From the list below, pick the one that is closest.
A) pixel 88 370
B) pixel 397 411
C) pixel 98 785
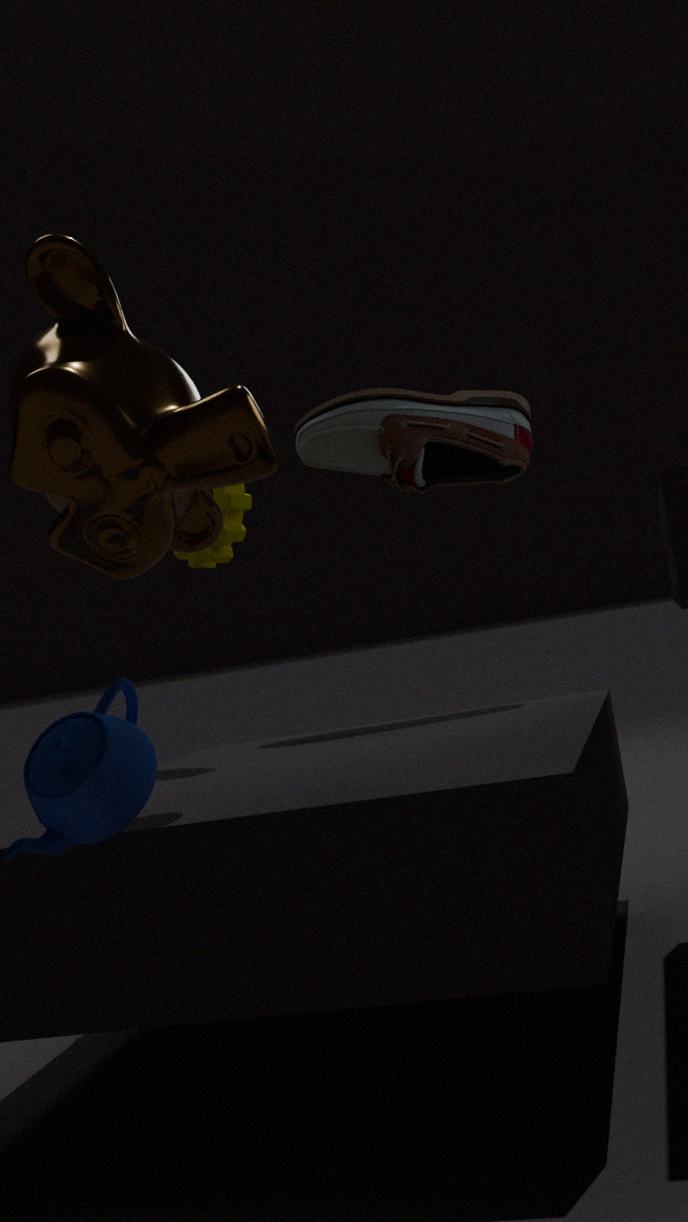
pixel 98 785
